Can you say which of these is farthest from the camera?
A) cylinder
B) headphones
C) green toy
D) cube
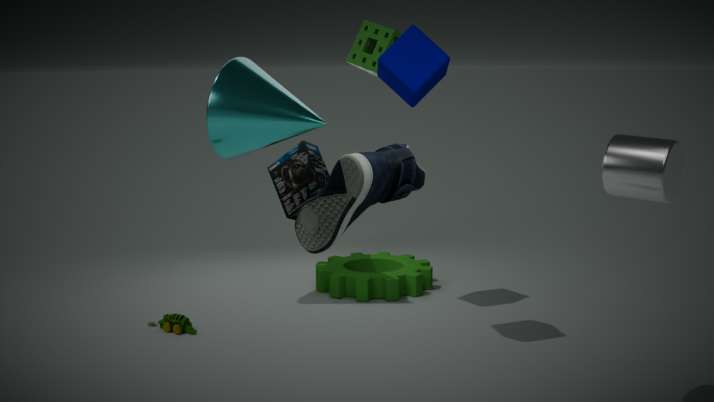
headphones
